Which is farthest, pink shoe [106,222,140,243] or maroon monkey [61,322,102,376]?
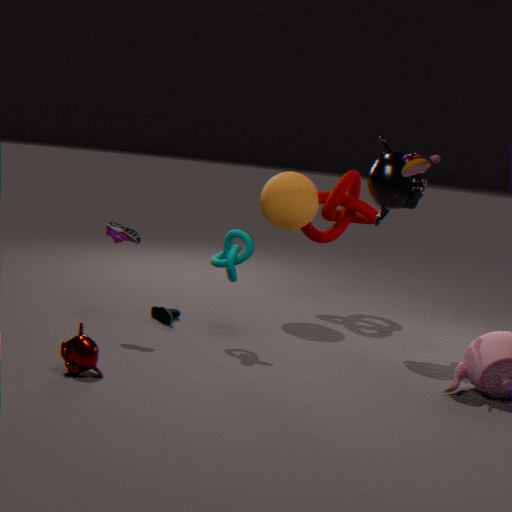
pink shoe [106,222,140,243]
